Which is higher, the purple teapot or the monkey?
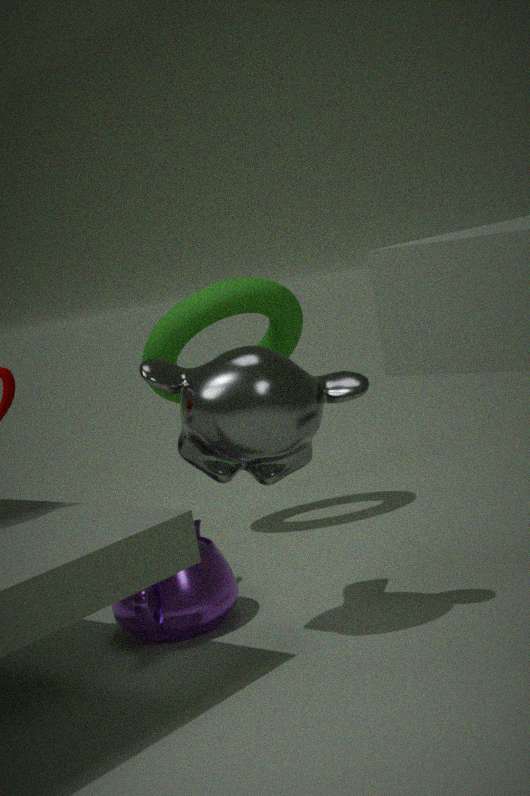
the monkey
